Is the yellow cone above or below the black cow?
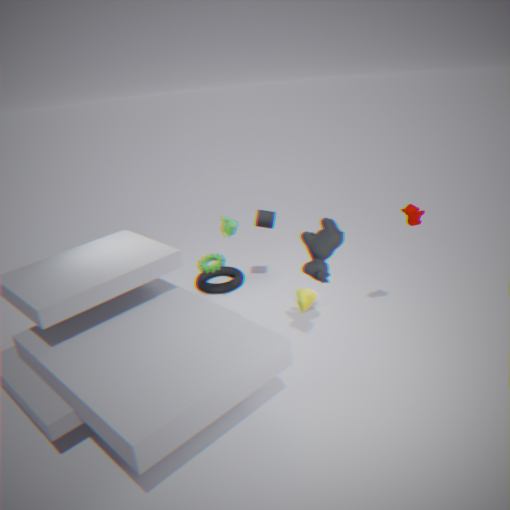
below
